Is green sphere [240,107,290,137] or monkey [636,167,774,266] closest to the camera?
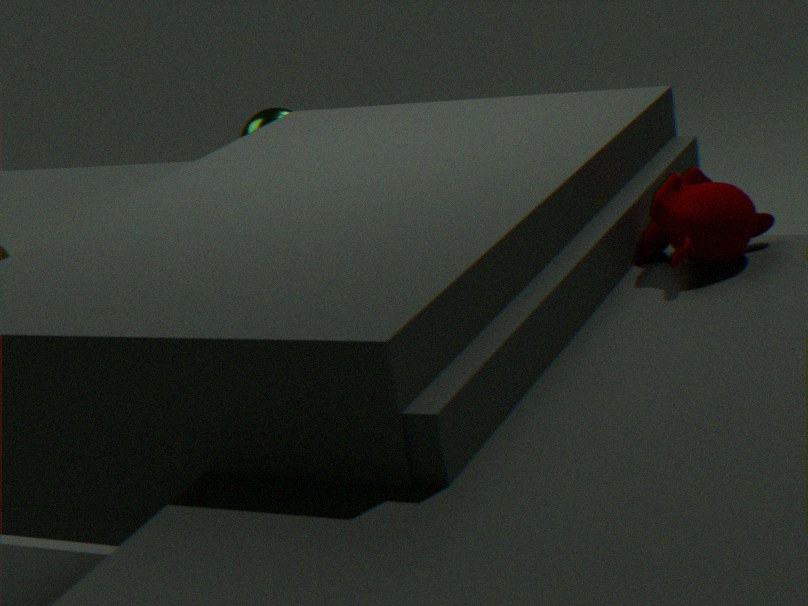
monkey [636,167,774,266]
